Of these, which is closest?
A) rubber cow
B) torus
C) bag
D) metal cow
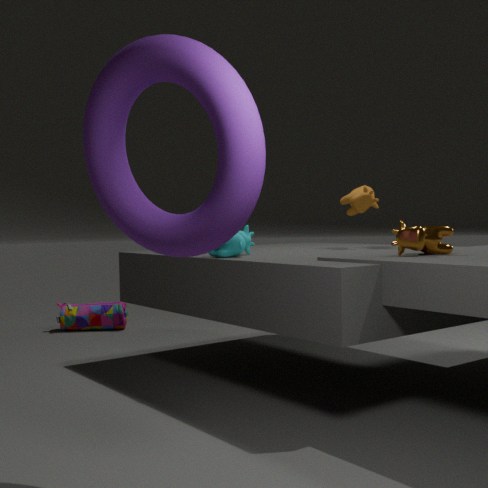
torus
